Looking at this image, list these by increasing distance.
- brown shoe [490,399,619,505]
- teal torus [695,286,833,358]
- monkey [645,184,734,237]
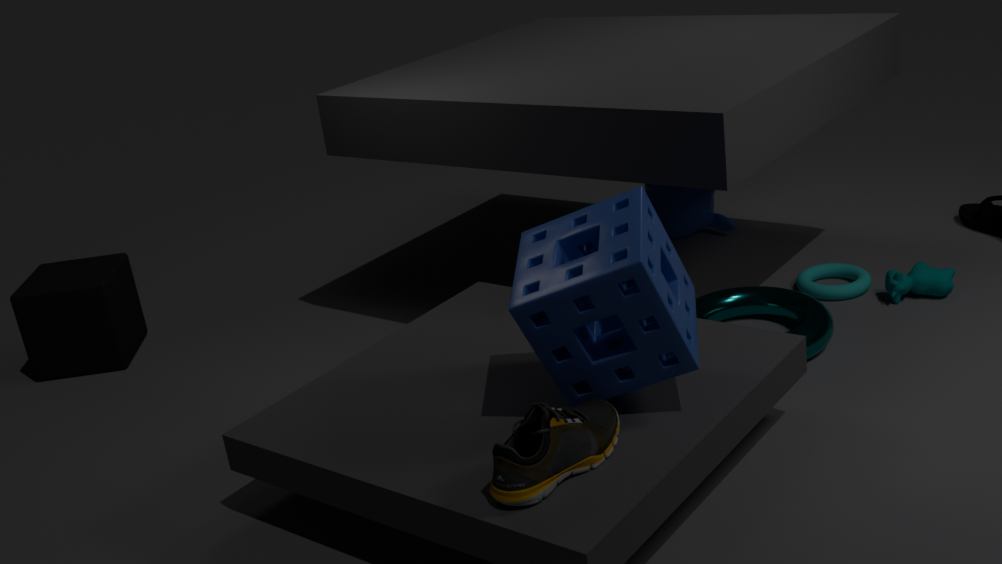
brown shoe [490,399,619,505]
teal torus [695,286,833,358]
monkey [645,184,734,237]
